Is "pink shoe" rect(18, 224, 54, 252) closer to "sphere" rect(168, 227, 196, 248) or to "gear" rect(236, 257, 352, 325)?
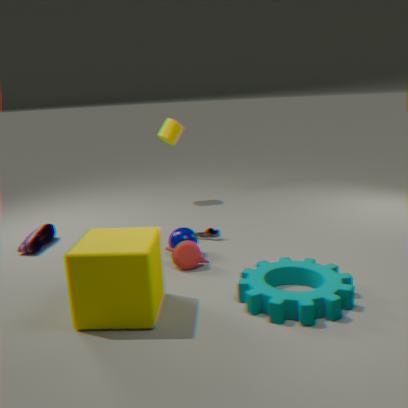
"sphere" rect(168, 227, 196, 248)
